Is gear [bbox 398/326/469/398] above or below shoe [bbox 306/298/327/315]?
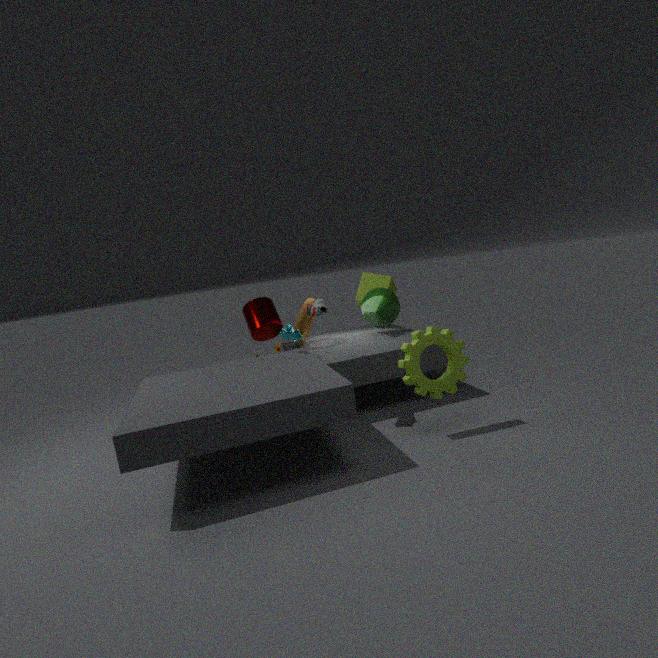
below
